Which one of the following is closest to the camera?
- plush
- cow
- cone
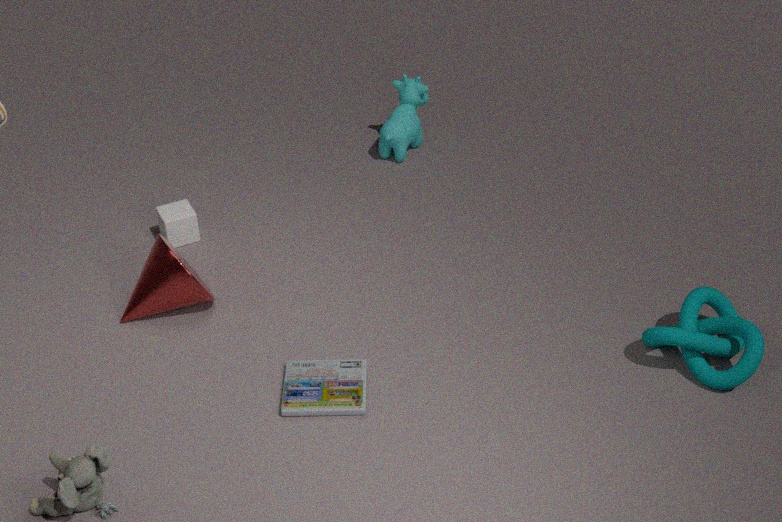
plush
